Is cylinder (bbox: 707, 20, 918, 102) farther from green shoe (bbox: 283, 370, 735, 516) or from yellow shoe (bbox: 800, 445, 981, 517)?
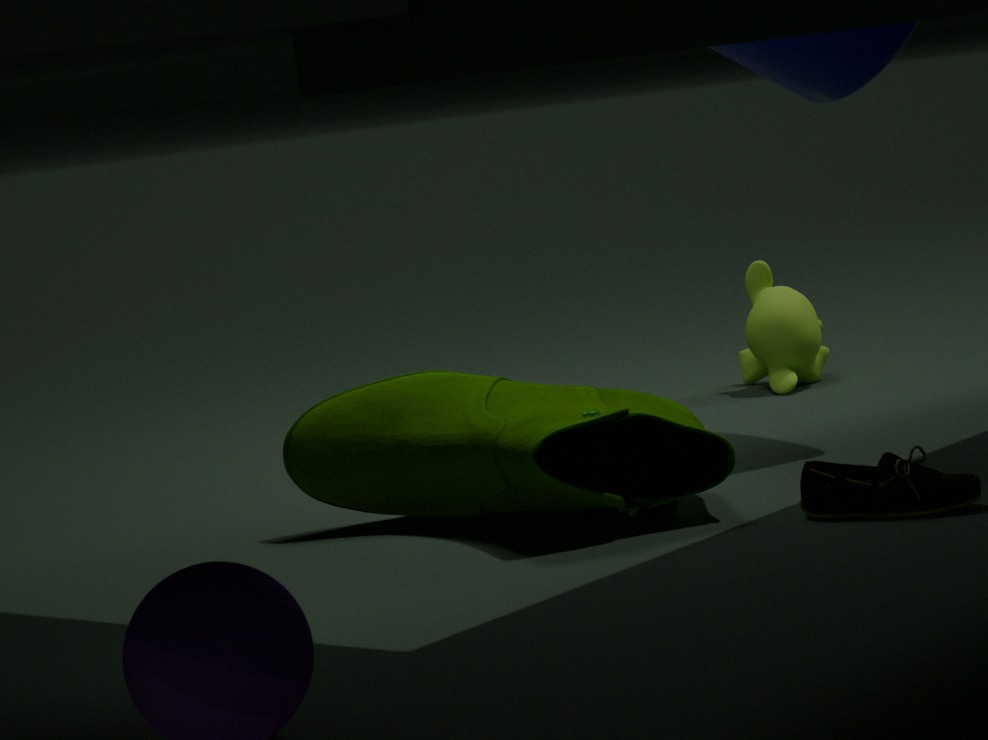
yellow shoe (bbox: 800, 445, 981, 517)
